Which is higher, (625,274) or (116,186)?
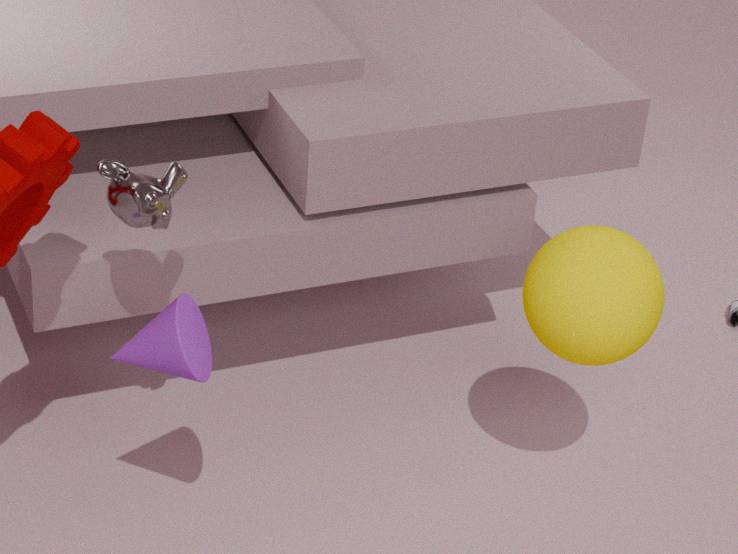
(116,186)
